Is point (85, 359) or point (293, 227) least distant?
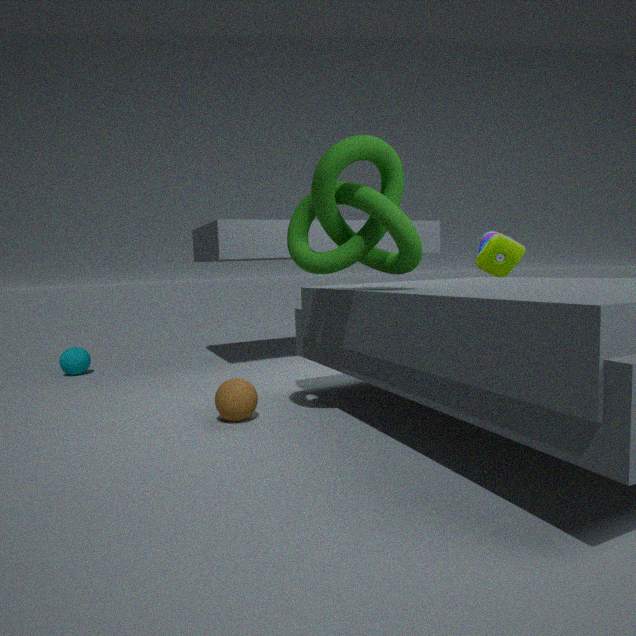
point (293, 227)
